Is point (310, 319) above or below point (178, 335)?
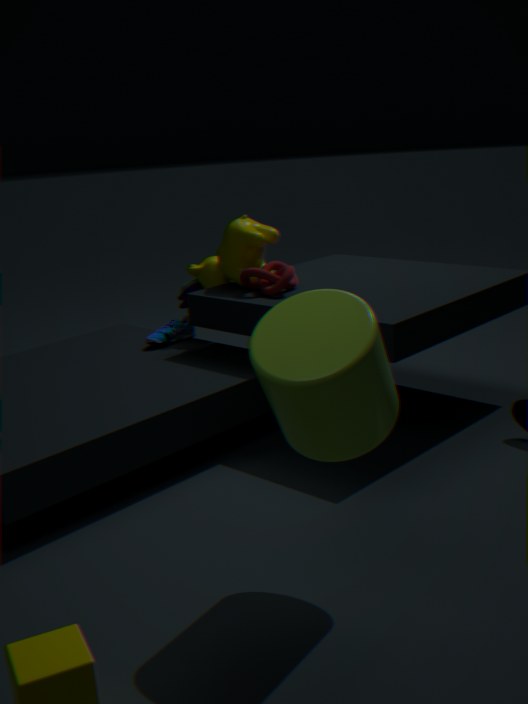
above
